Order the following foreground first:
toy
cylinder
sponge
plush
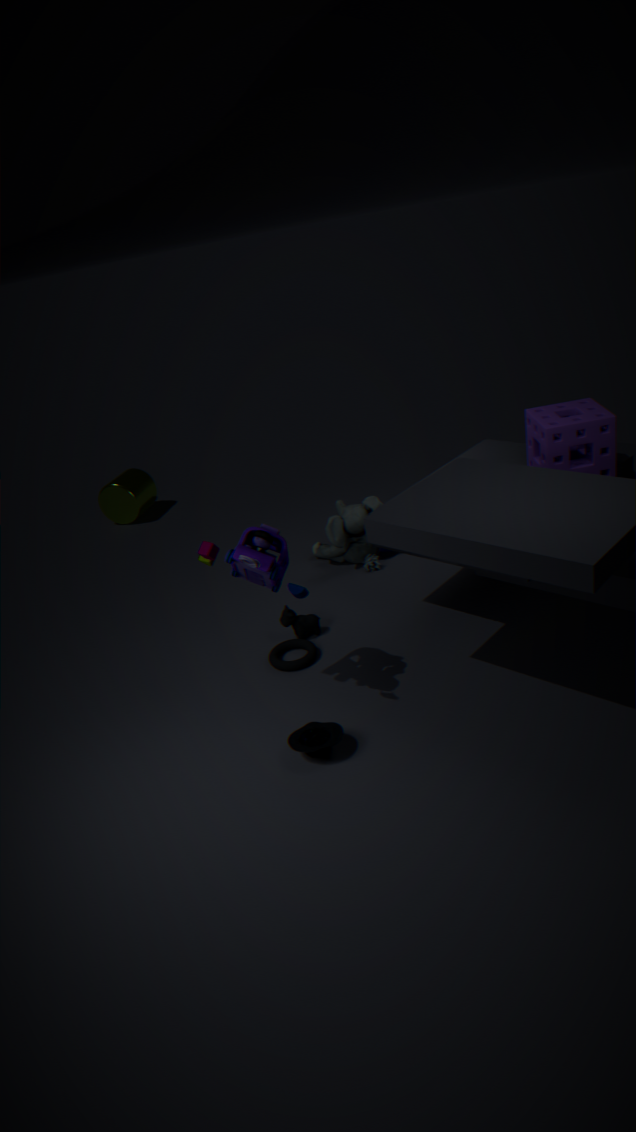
1. toy
2. sponge
3. plush
4. cylinder
